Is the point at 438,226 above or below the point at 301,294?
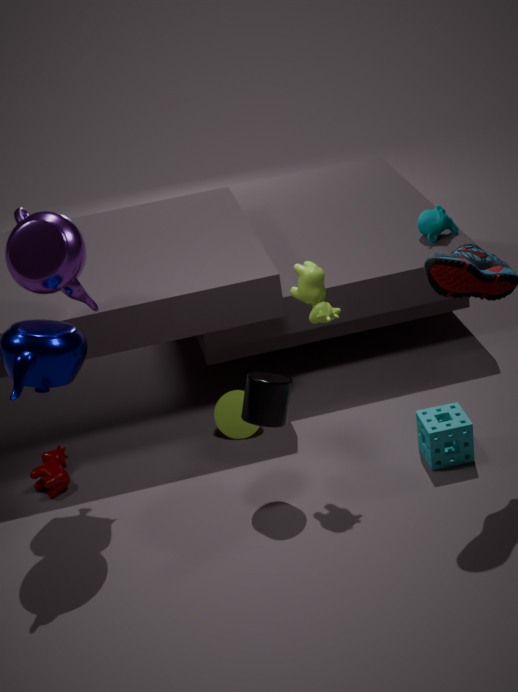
below
